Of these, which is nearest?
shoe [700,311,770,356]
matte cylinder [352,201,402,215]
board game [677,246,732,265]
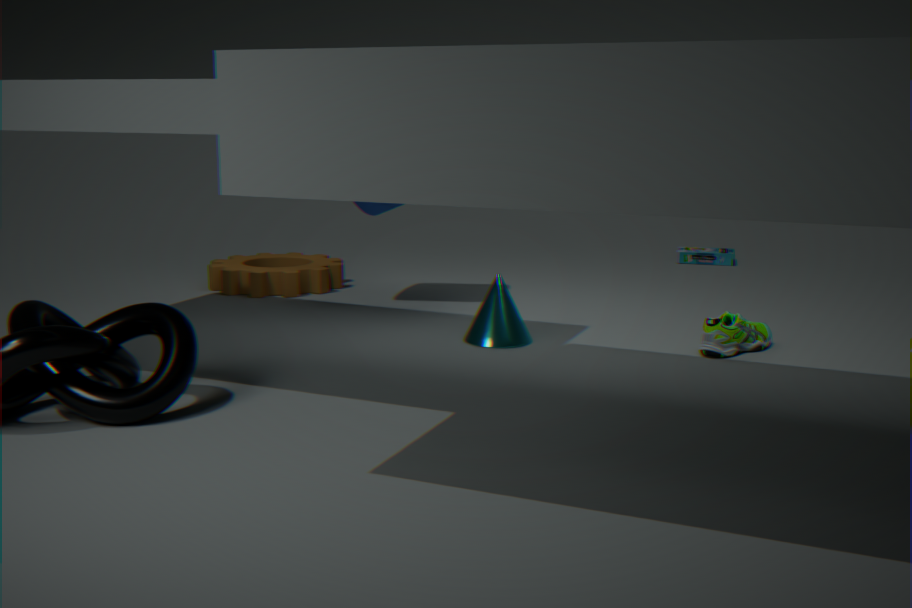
shoe [700,311,770,356]
